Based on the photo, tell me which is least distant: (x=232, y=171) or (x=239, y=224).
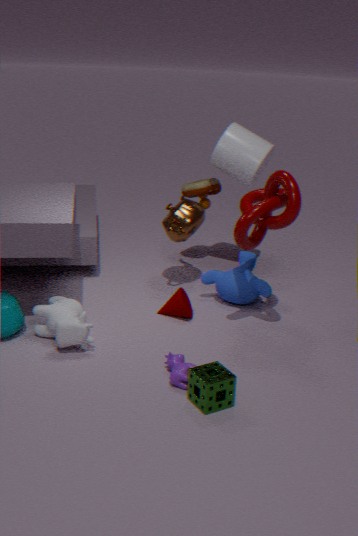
(x=239, y=224)
